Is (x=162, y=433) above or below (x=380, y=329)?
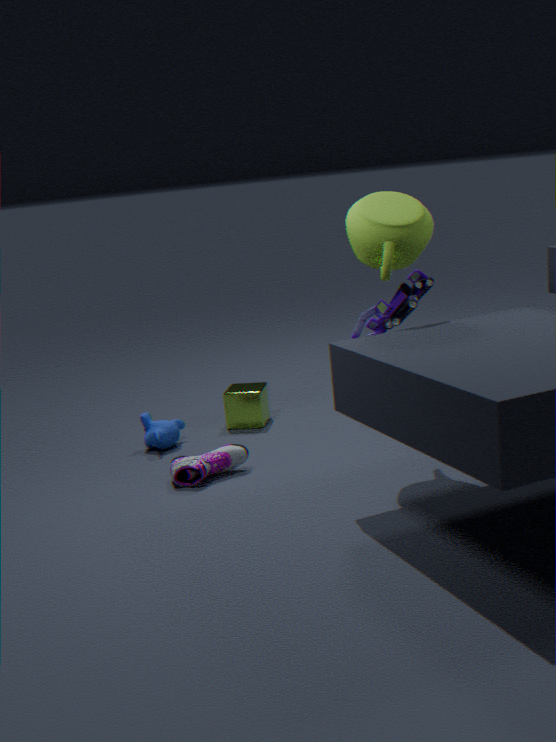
below
